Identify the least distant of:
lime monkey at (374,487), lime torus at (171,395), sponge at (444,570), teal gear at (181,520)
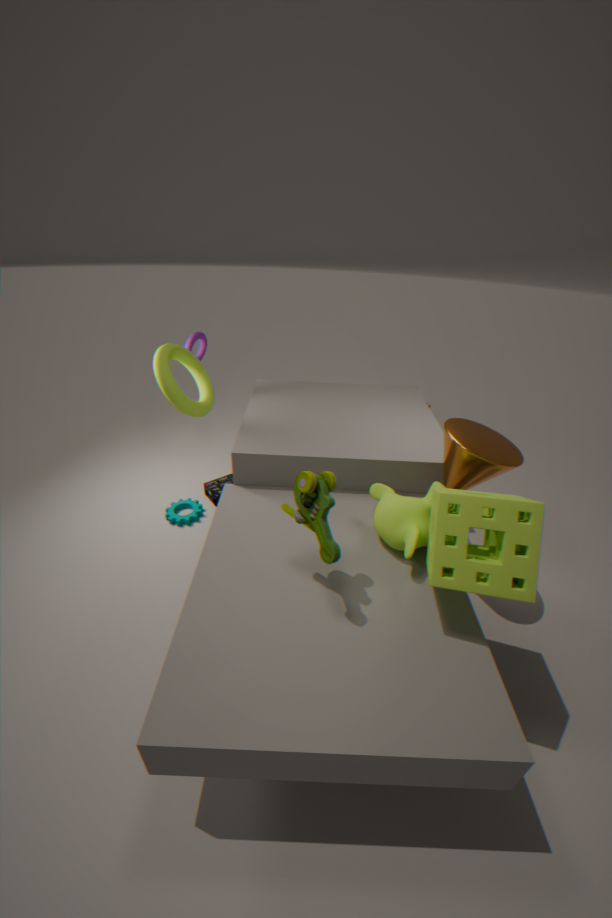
sponge at (444,570)
